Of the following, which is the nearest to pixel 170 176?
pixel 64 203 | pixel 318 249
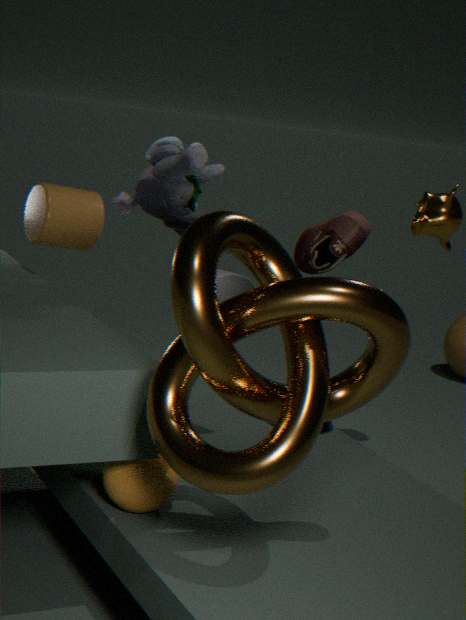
pixel 64 203
